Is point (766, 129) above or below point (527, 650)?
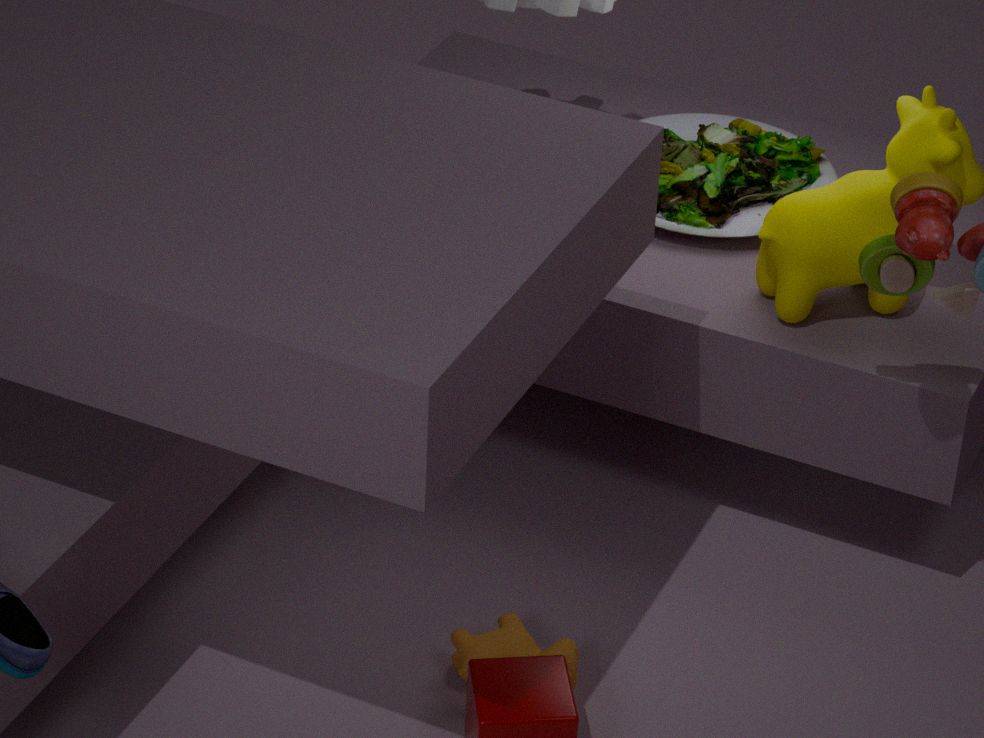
above
